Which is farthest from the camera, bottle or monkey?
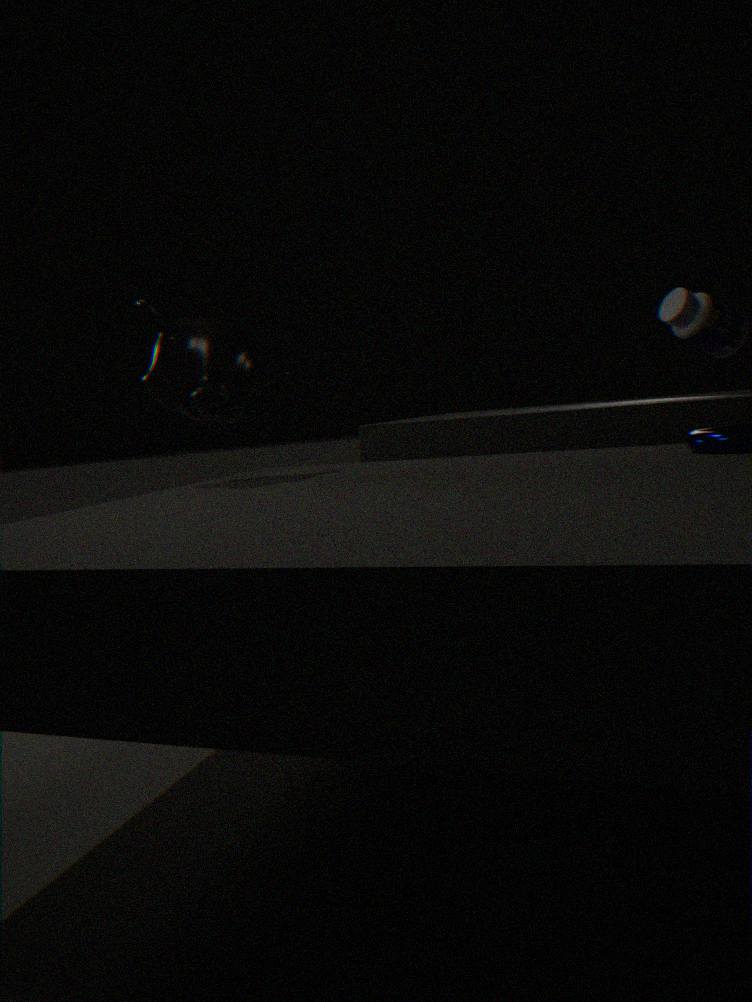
monkey
